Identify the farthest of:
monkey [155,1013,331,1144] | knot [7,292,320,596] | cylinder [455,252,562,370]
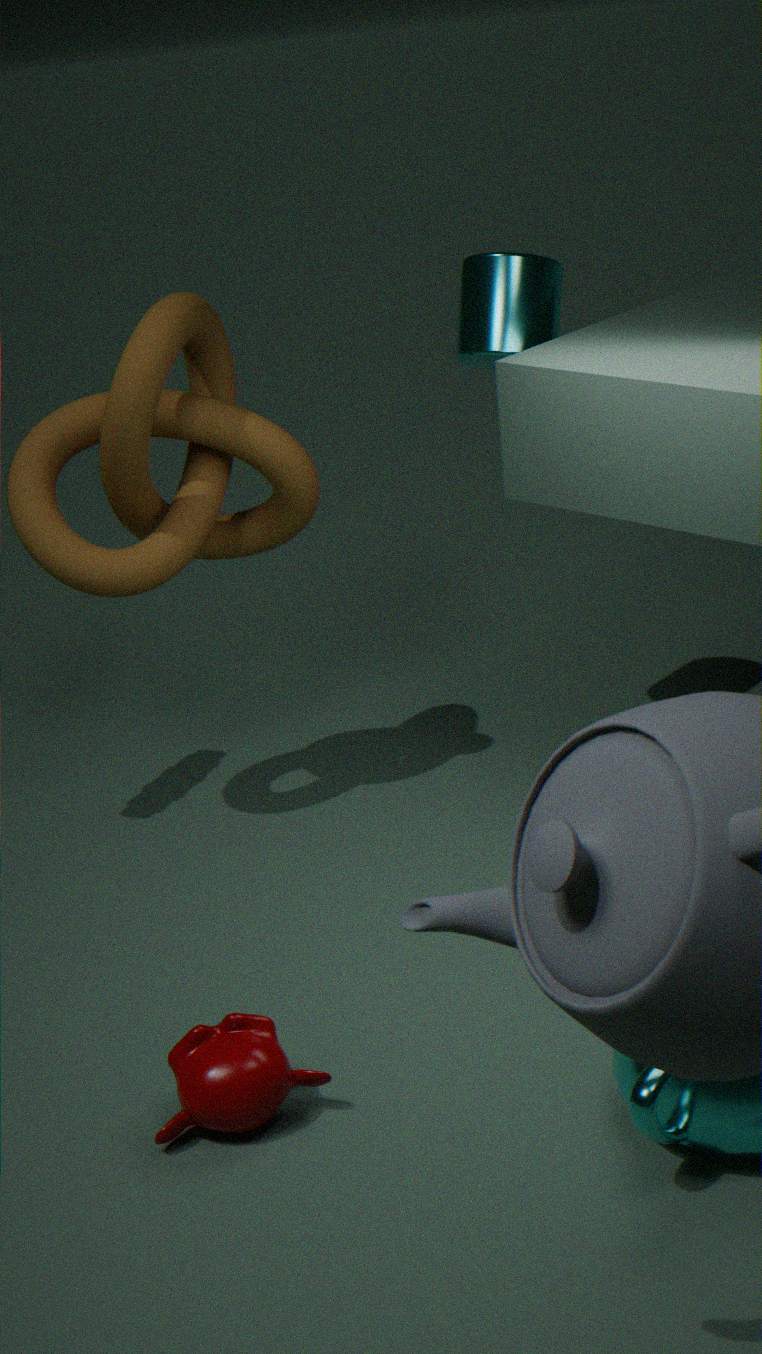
cylinder [455,252,562,370]
